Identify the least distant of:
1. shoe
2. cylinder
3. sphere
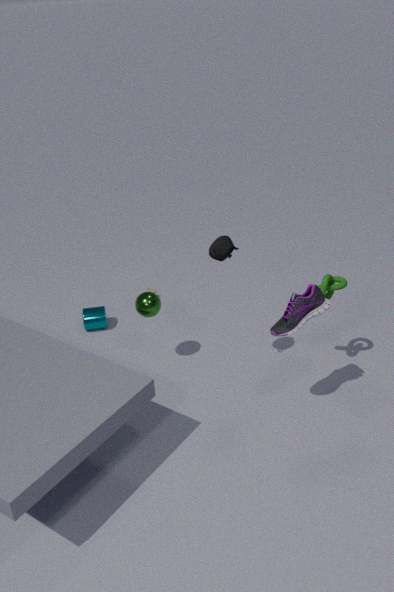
shoe
